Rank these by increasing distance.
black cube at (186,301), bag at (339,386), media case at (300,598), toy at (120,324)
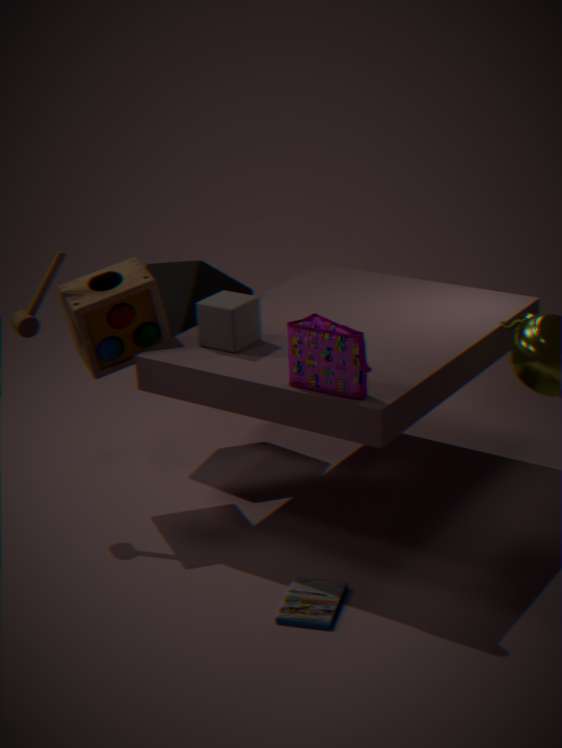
bag at (339,386) < media case at (300,598) < toy at (120,324) < black cube at (186,301)
